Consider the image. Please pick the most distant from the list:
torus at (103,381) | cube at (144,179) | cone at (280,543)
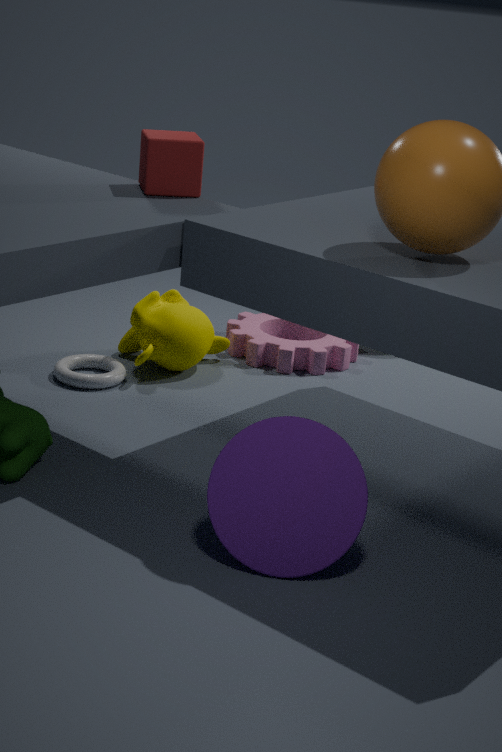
torus at (103,381)
